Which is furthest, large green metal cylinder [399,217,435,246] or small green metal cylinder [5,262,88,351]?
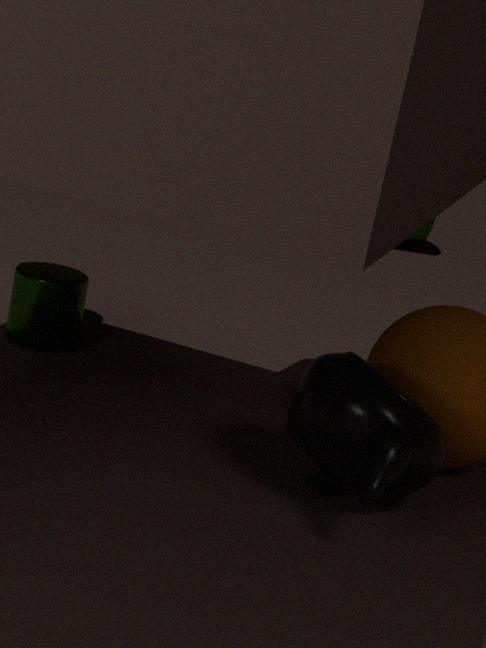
large green metal cylinder [399,217,435,246]
